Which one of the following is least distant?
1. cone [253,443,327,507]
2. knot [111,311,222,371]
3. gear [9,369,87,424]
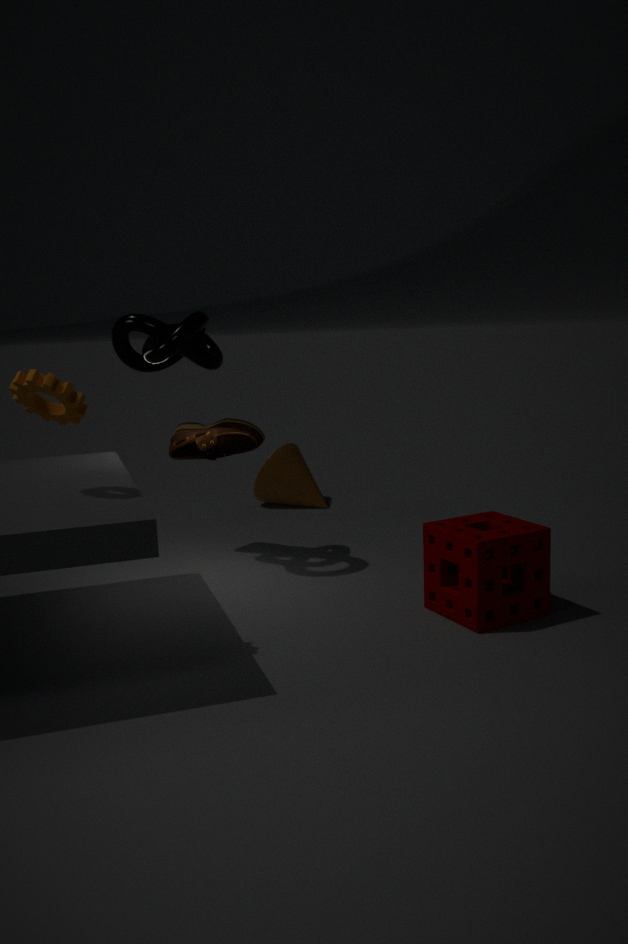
gear [9,369,87,424]
